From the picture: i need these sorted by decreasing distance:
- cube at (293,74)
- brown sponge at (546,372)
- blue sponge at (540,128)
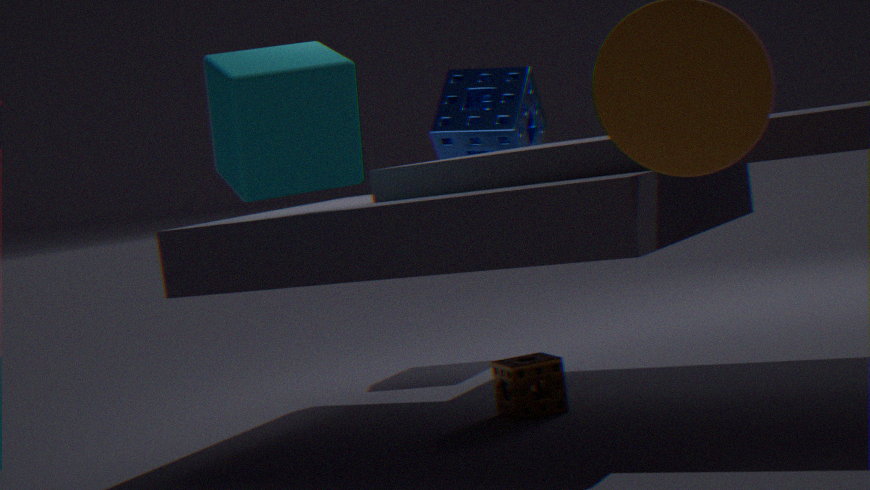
1. blue sponge at (540,128)
2. brown sponge at (546,372)
3. cube at (293,74)
